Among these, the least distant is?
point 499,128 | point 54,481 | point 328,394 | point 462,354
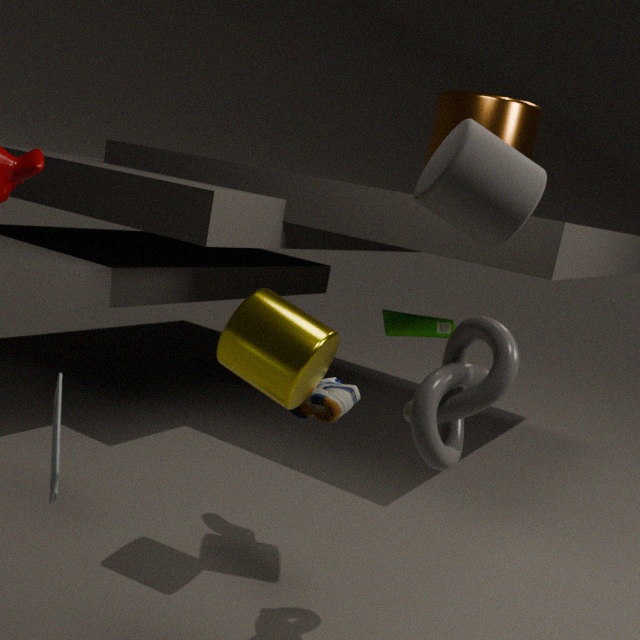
point 54,481
